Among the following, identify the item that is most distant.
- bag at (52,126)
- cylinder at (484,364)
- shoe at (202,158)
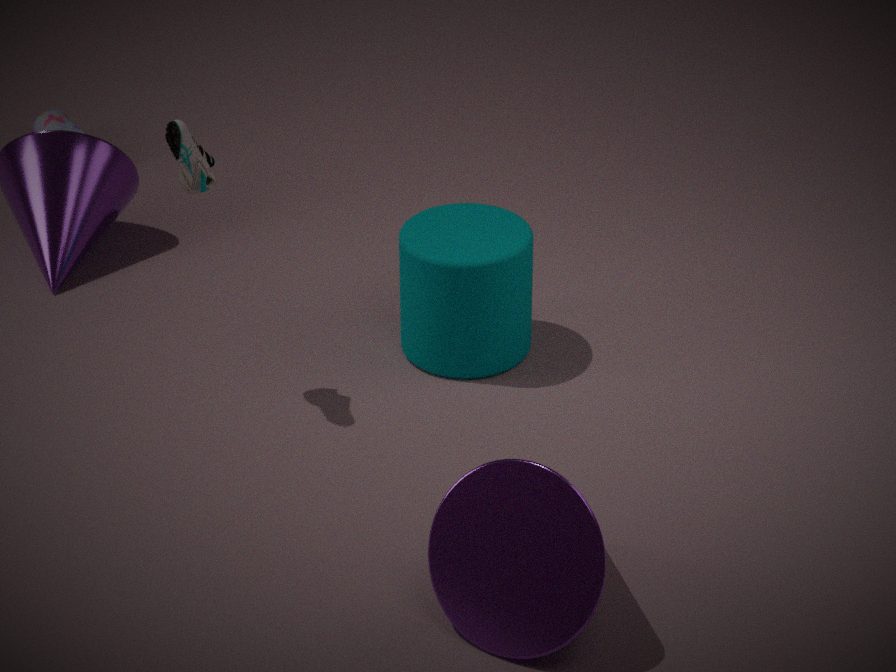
bag at (52,126)
